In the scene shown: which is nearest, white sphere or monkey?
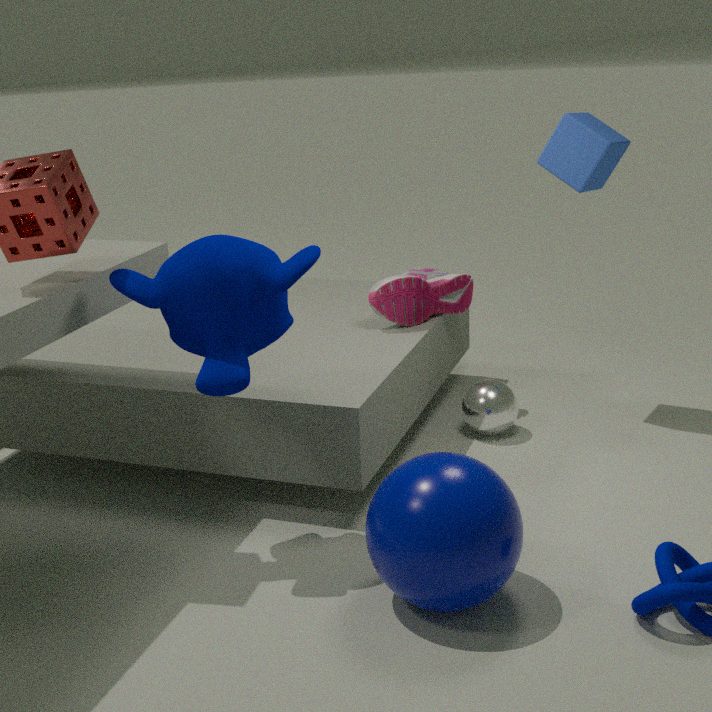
monkey
